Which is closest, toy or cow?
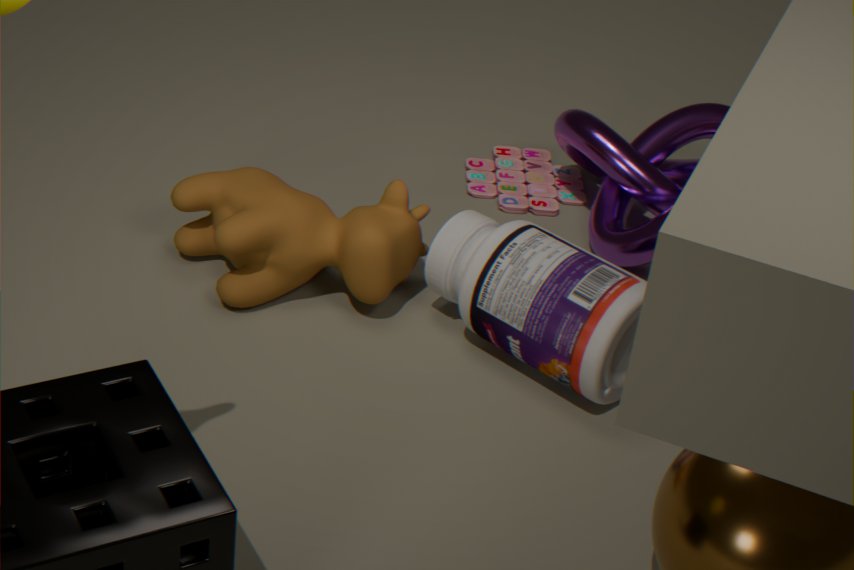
cow
